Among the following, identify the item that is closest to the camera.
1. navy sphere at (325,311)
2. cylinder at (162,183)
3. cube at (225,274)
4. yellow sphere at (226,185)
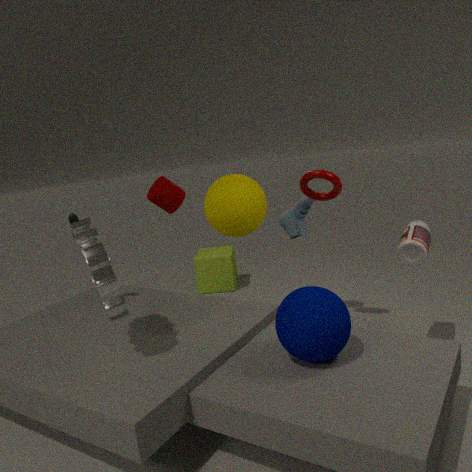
navy sphere at (325,311)
